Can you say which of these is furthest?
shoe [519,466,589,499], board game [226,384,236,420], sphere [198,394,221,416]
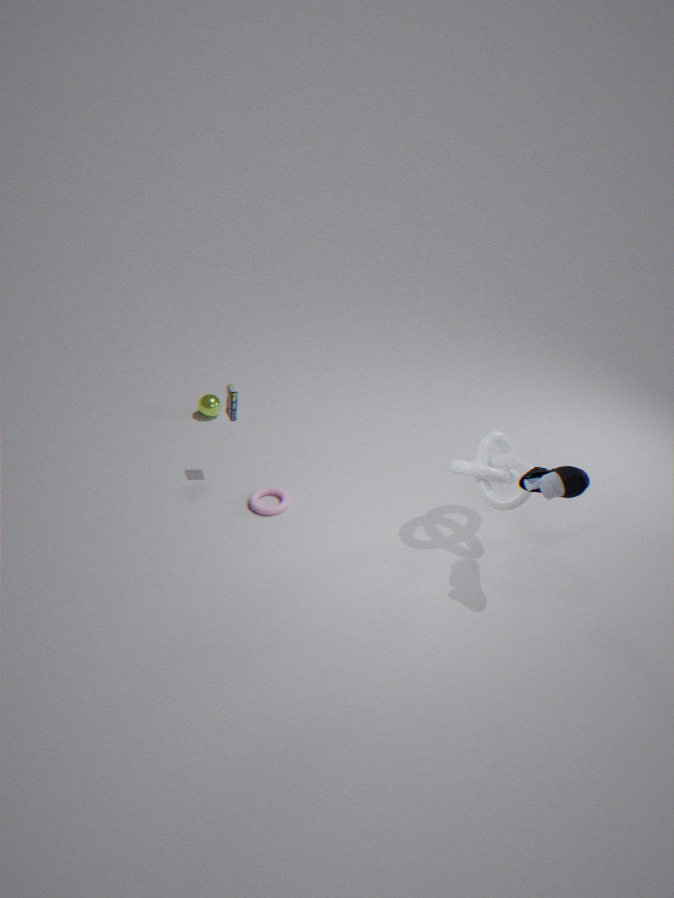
sphere [198,394,221,416]
